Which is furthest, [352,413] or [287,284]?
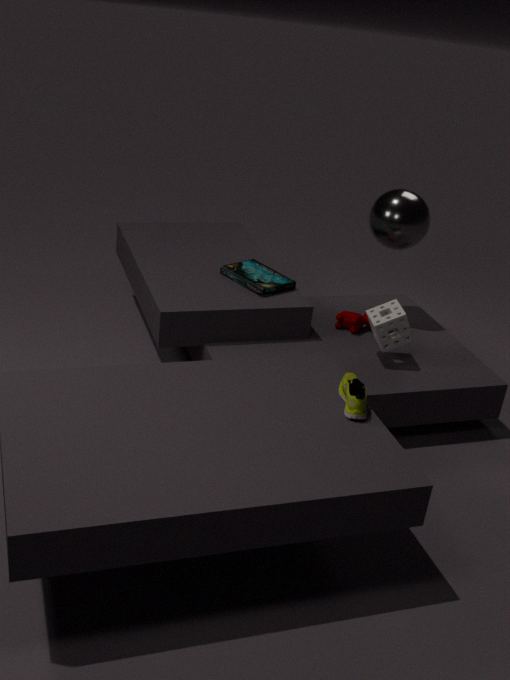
[287,284]
